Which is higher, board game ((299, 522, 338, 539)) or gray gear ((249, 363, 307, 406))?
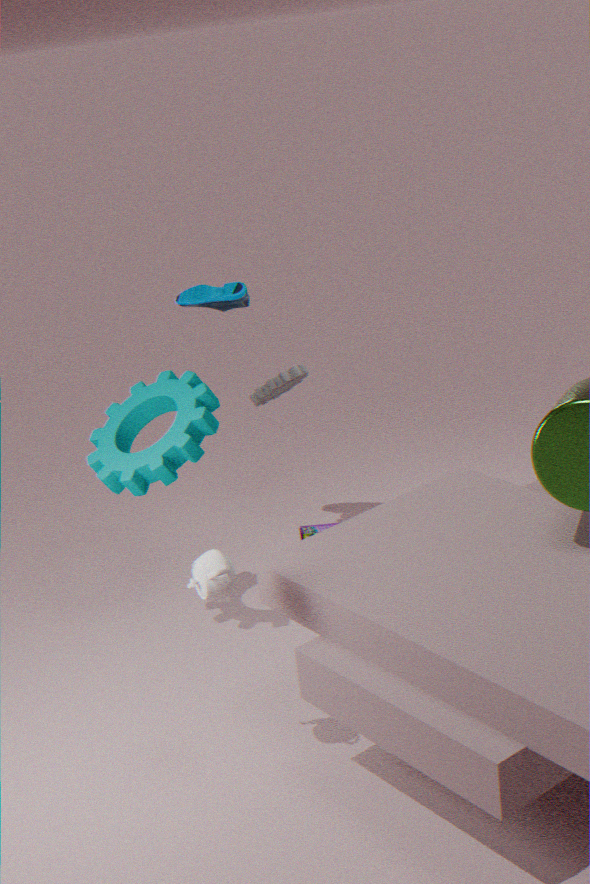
gray gear ((249, 363, 307, 406))
